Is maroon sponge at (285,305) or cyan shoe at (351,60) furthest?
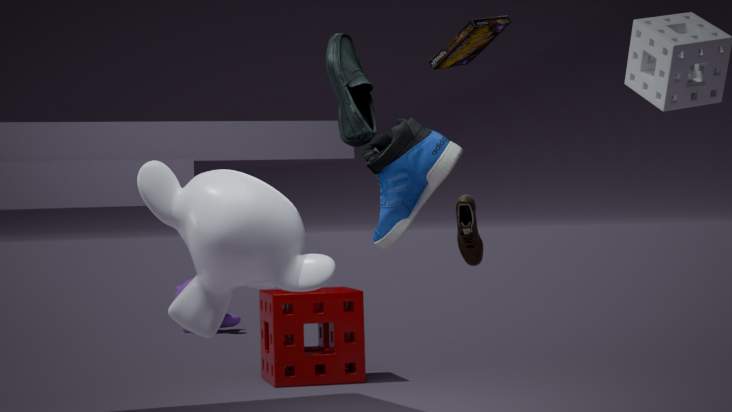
maroon sponge at (285,305)
